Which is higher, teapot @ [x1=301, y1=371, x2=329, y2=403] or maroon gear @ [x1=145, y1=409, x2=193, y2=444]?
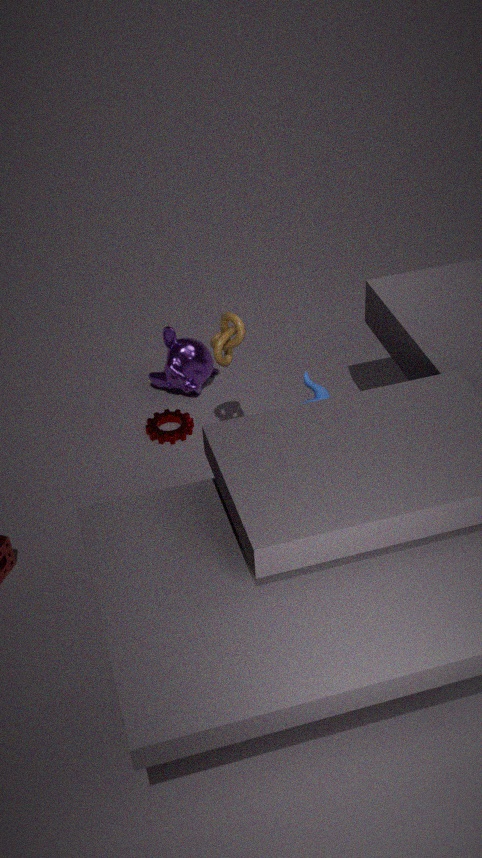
teapot @ [x1=301, y1=371, x2=329, y2=403]
